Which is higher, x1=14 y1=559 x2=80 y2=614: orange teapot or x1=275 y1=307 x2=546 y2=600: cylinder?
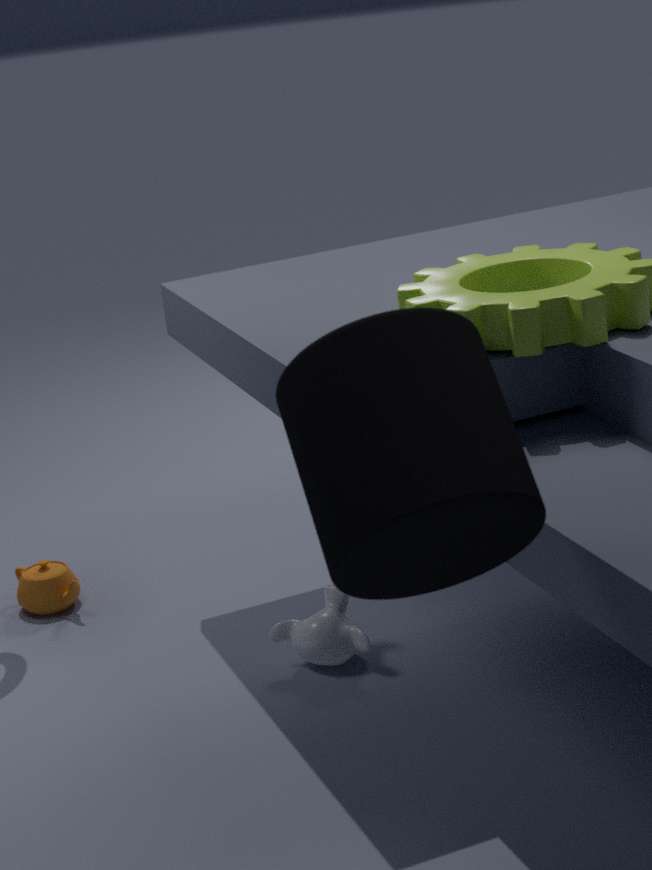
x1=275 y1=307 x2=546 y2=600: cylinder
